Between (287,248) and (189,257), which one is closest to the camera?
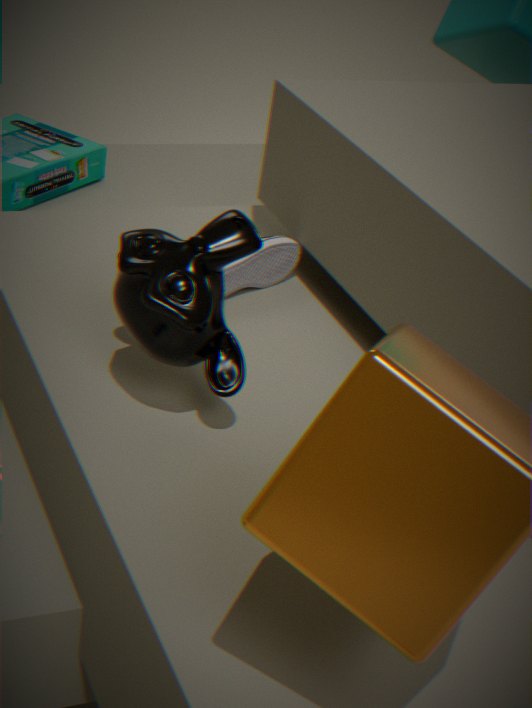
(189,257)
